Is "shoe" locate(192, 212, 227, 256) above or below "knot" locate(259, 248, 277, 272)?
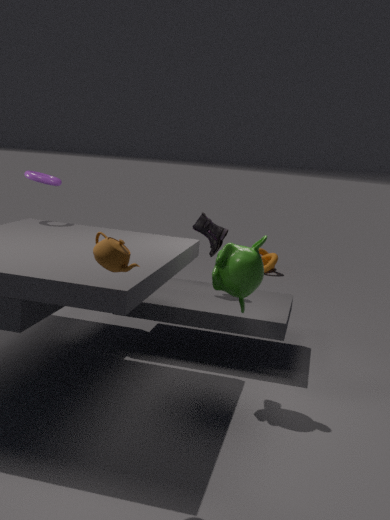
above
